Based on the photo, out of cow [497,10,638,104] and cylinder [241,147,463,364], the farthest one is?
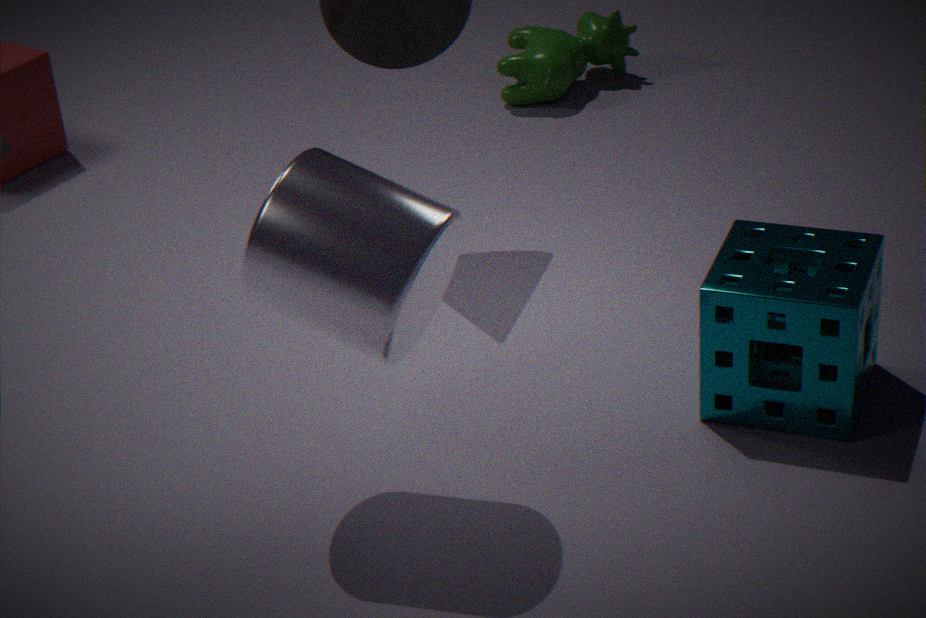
cow [497,10,638,104]
